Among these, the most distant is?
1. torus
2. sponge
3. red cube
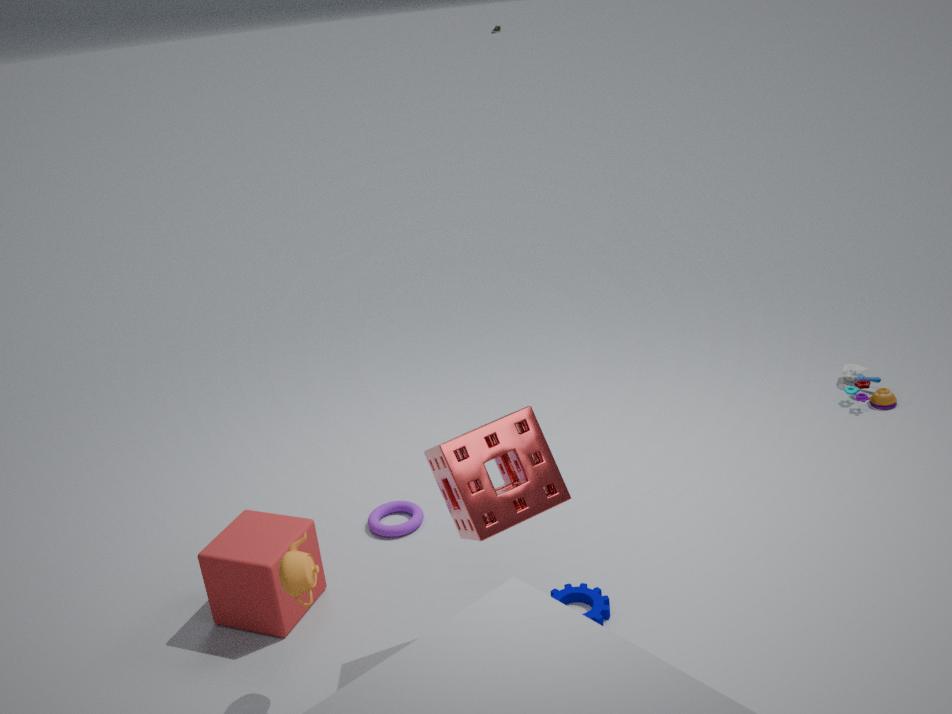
torus
